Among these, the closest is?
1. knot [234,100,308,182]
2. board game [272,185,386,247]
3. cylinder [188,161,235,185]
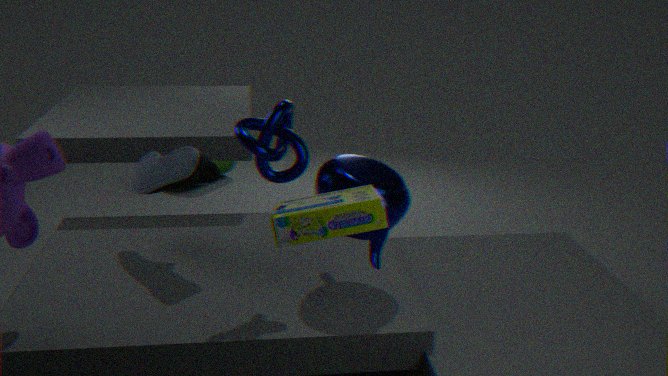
board game [272,185,386,247]
